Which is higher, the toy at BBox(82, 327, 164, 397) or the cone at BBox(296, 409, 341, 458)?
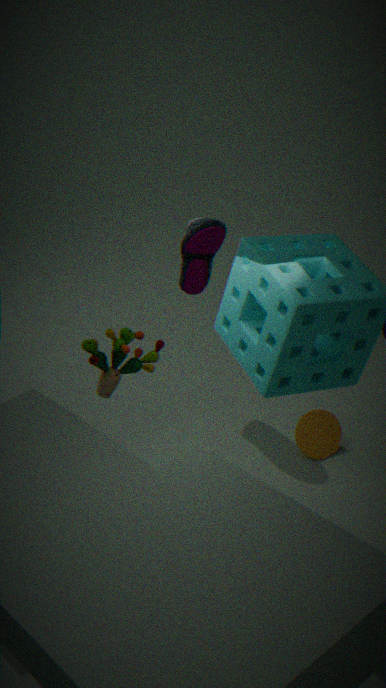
the toy at BBox(82, 327, 164, 397)
